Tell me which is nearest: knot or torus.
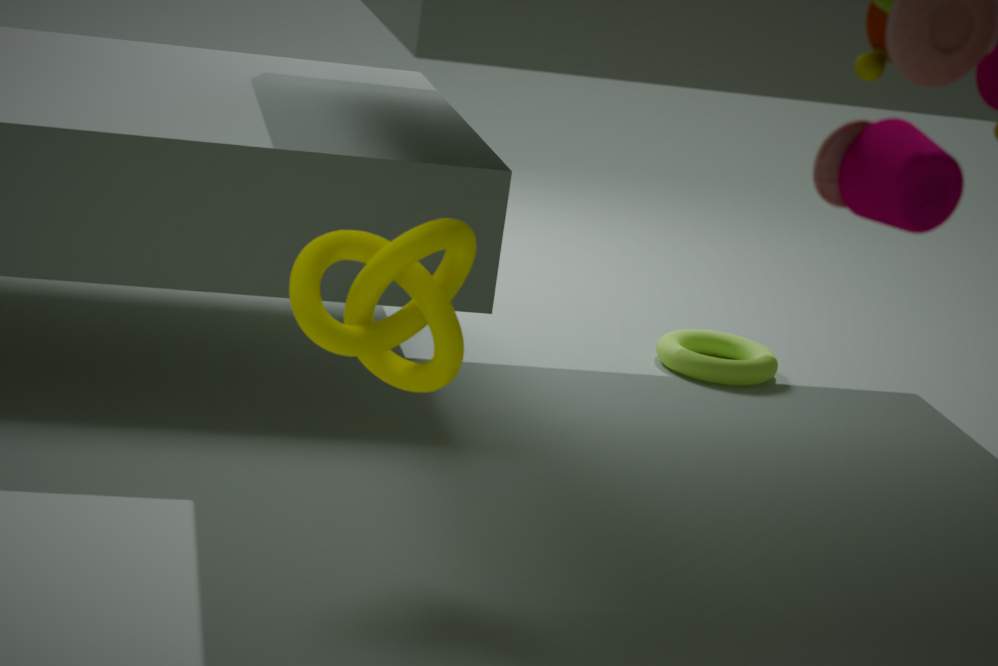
knot
